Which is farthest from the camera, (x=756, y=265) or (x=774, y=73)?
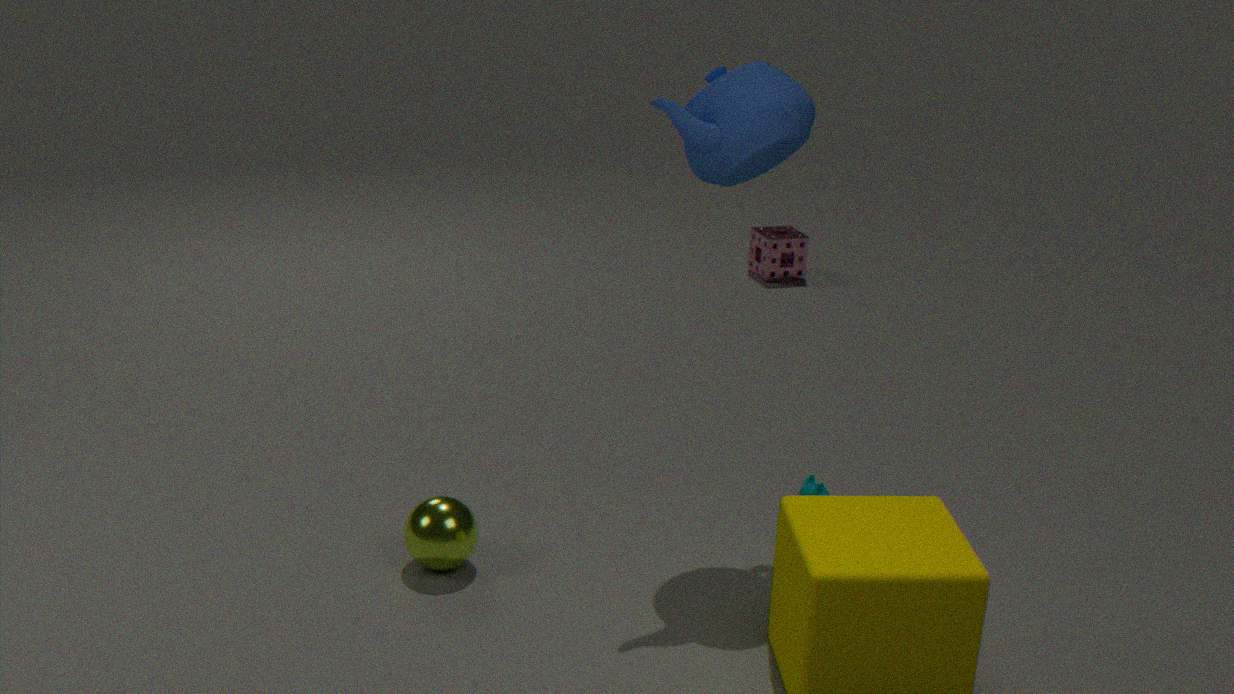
(x=756, y=265)
